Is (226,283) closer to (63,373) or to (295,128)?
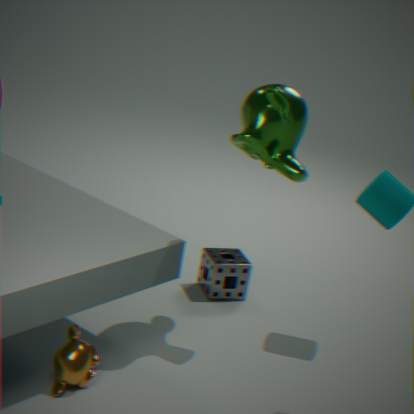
(295,128)
